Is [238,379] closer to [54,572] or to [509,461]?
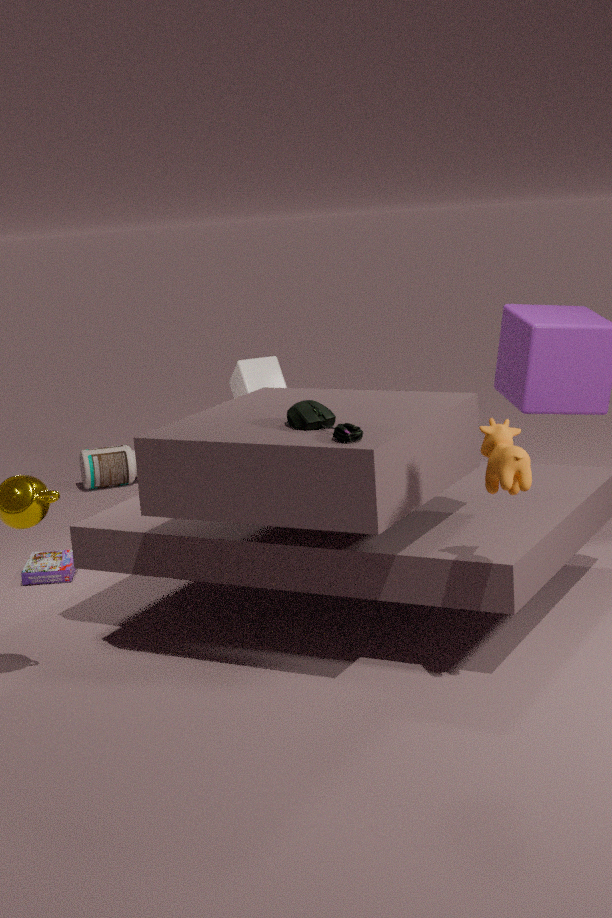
[54,572]
